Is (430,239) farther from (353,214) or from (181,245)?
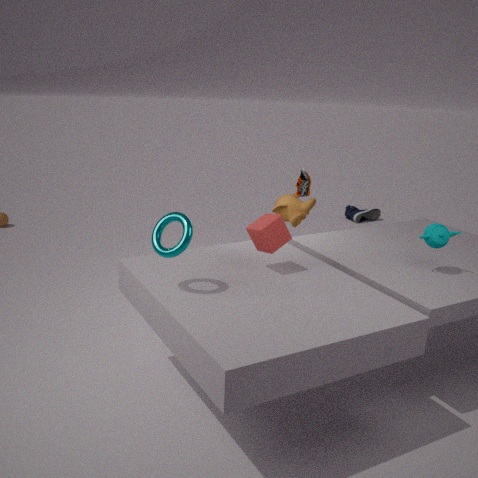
(353,214)
